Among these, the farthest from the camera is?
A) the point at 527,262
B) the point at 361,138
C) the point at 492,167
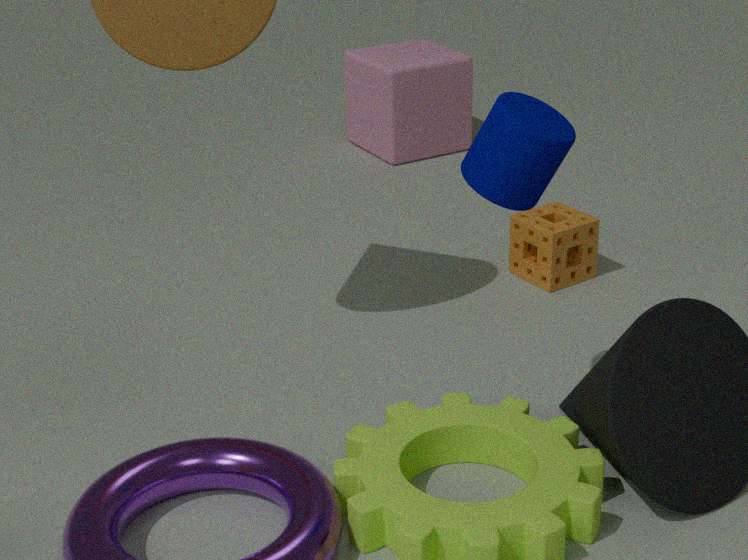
the point at 361,138
